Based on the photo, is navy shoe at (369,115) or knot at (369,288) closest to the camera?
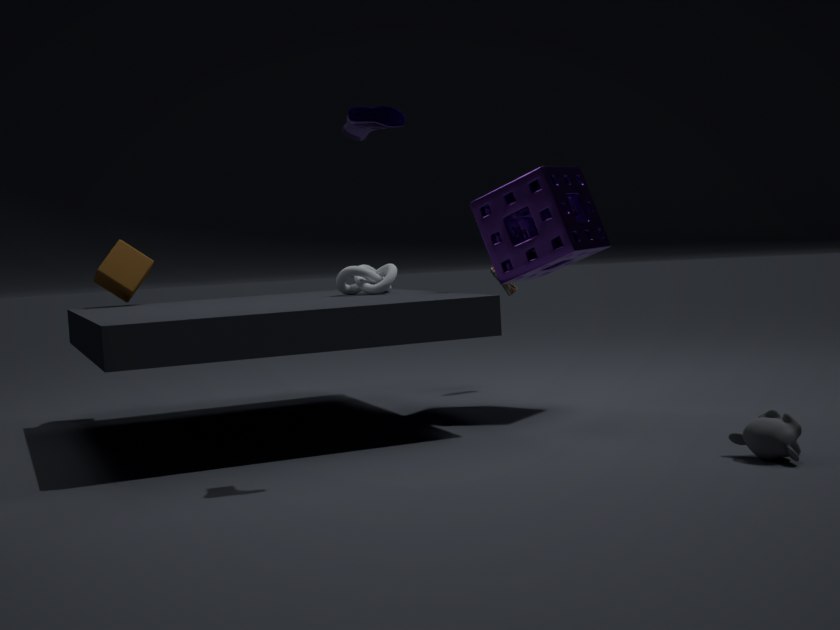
navy shoe at (369,115)
